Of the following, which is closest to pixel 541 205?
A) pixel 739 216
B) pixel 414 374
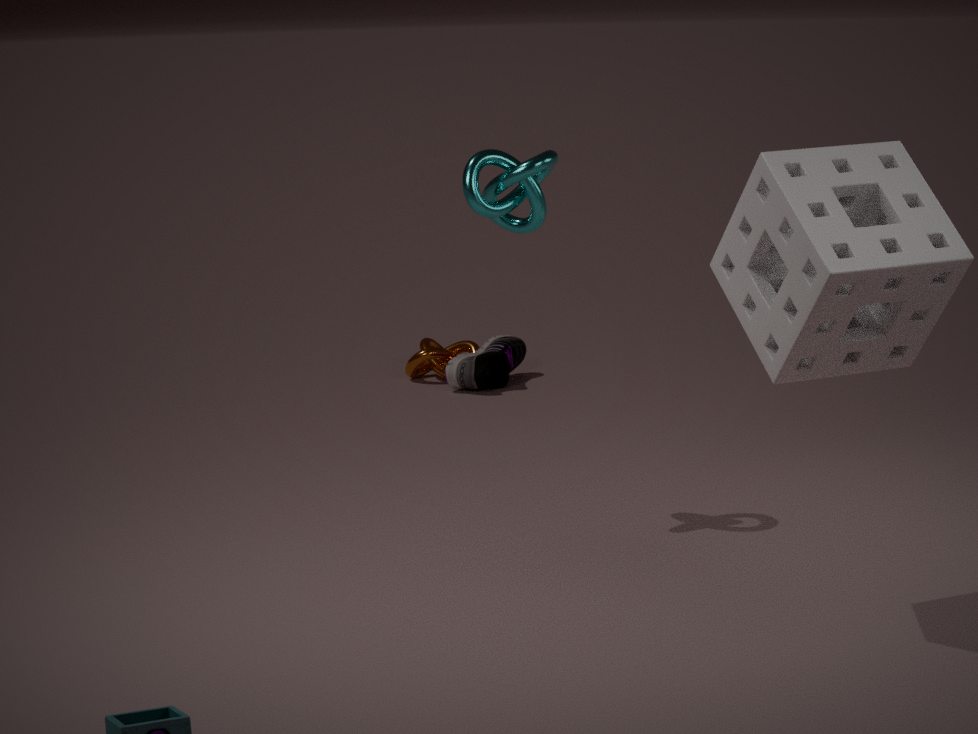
pixel 739 216
